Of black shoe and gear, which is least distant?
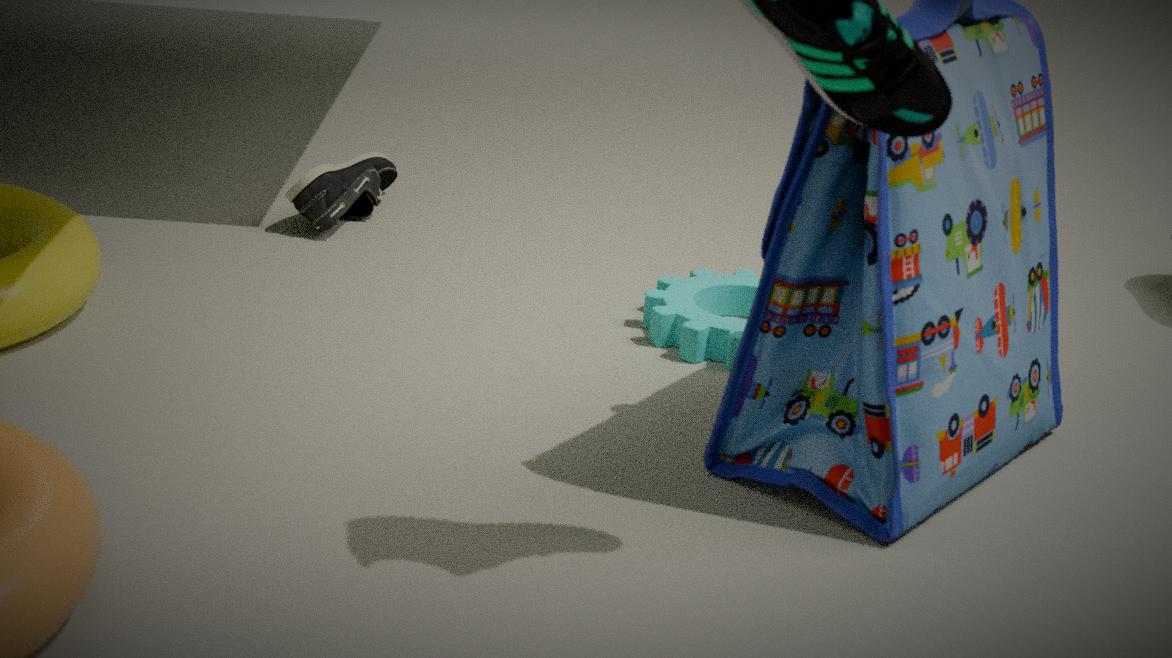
gear
